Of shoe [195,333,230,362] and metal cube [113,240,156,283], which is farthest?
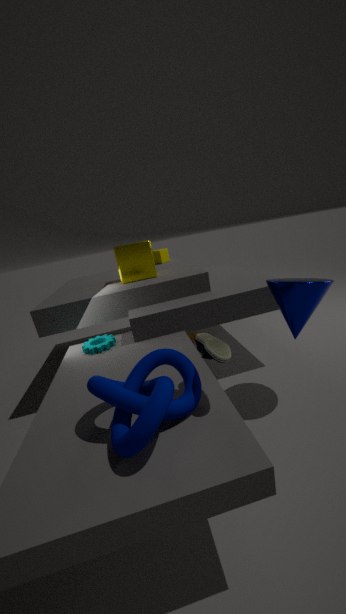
metal cube [113,240,156,283]
